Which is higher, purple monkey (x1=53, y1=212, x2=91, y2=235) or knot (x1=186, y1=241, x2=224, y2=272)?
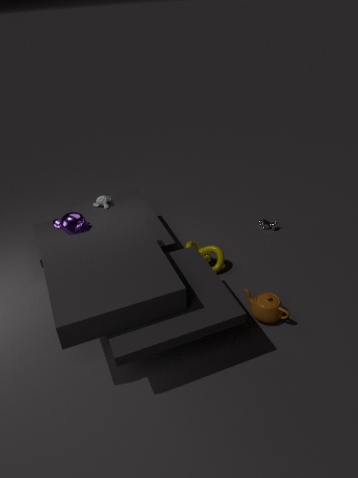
purple monkey (x1=53, y1=212, x2=91, y2=235)
